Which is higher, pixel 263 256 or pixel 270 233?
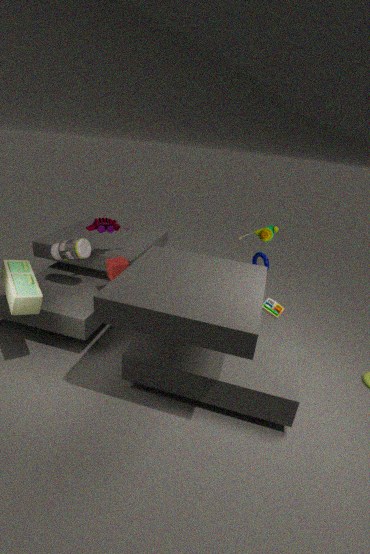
pixel 270 233
